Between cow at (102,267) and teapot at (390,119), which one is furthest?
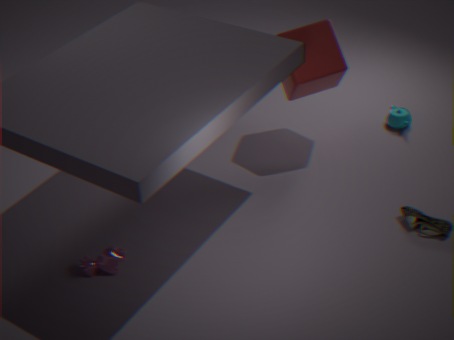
teapot at (390,119)
